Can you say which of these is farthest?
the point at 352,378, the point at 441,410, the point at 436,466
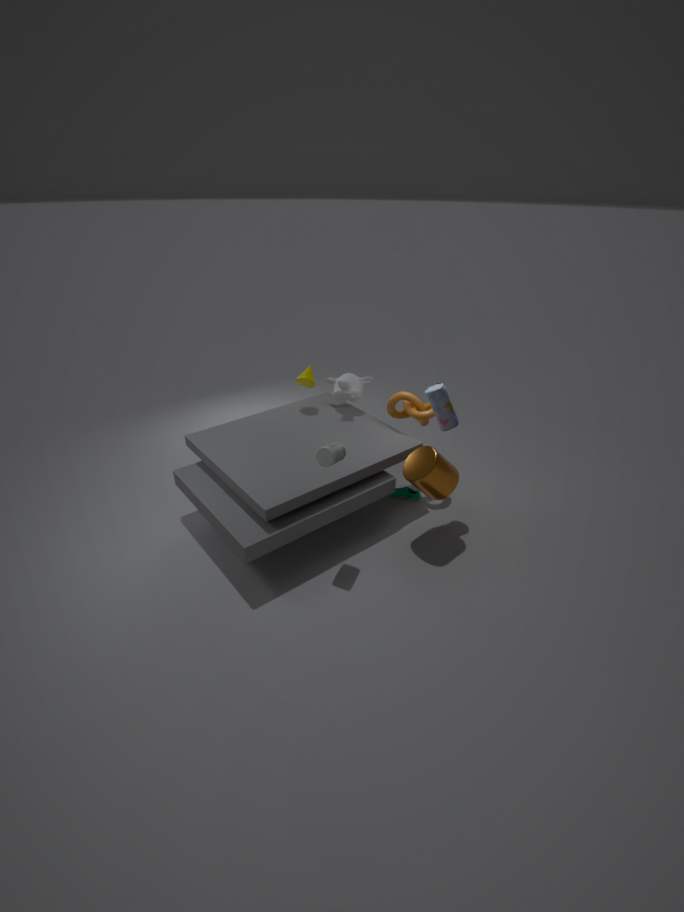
the point at 352,378
